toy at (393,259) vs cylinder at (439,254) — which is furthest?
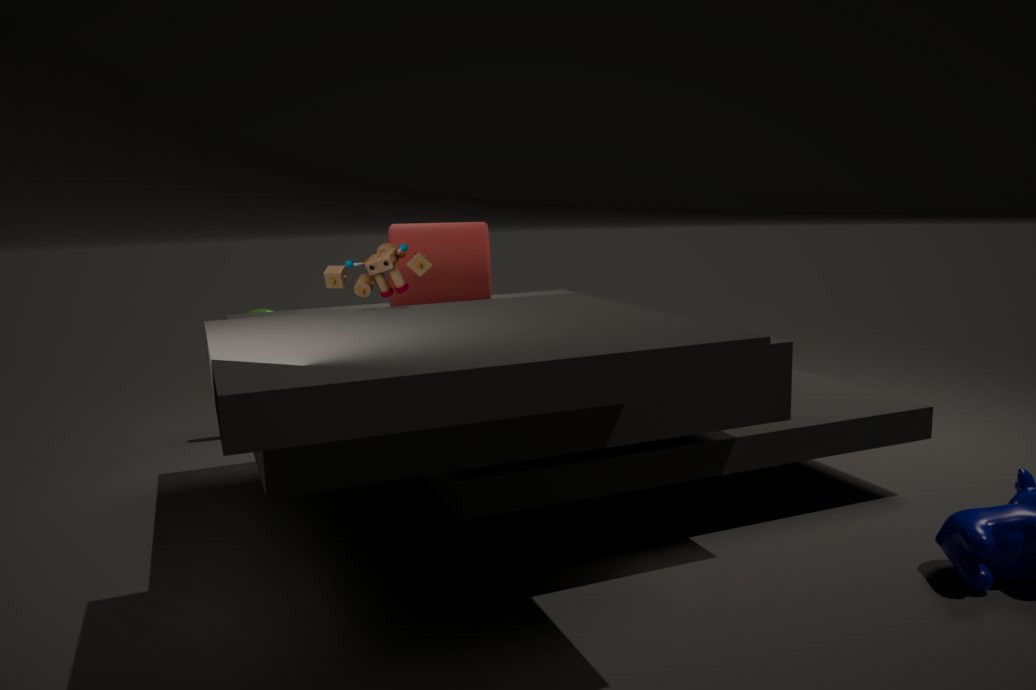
cylinder at (439,254)
